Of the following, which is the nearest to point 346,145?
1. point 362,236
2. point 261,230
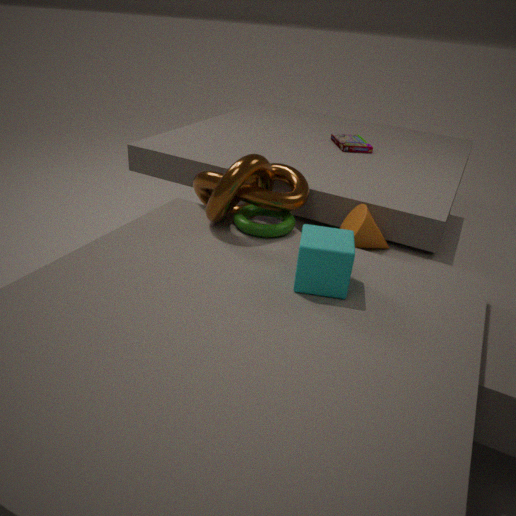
point 362,236
